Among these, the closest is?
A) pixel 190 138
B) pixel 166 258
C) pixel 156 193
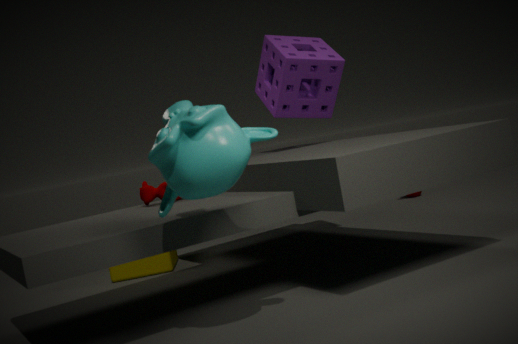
pixel 190 138
